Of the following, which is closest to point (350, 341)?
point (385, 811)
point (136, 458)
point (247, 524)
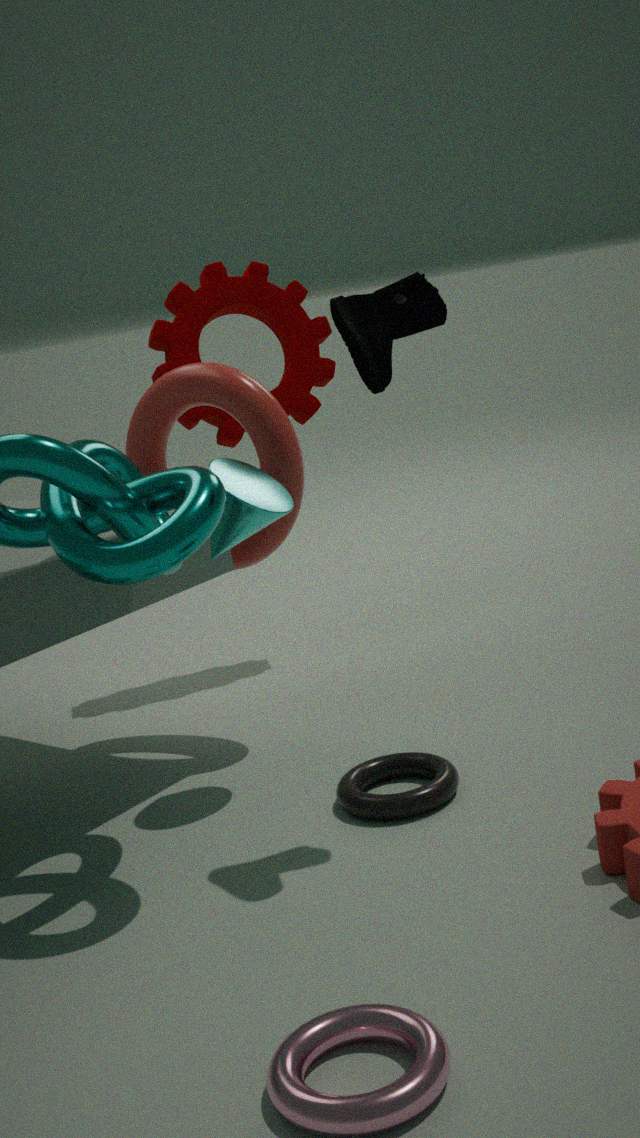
point (247, 524)
